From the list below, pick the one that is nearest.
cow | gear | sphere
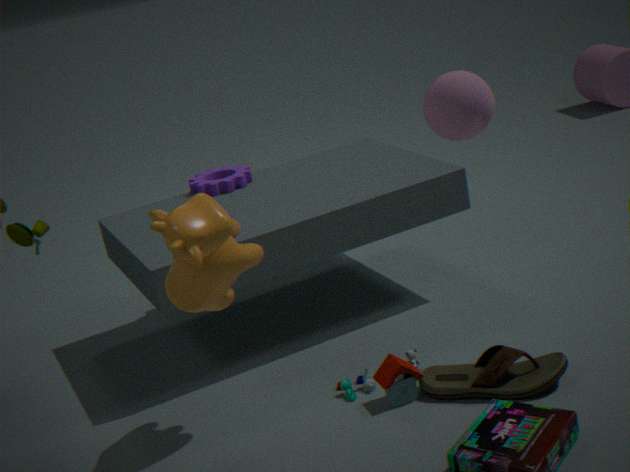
sphere
